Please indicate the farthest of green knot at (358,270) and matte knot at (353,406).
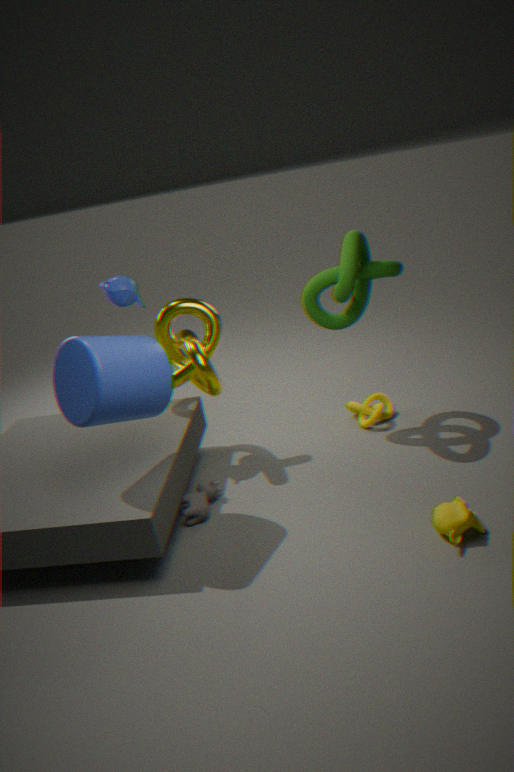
matte knot at (353,406)
